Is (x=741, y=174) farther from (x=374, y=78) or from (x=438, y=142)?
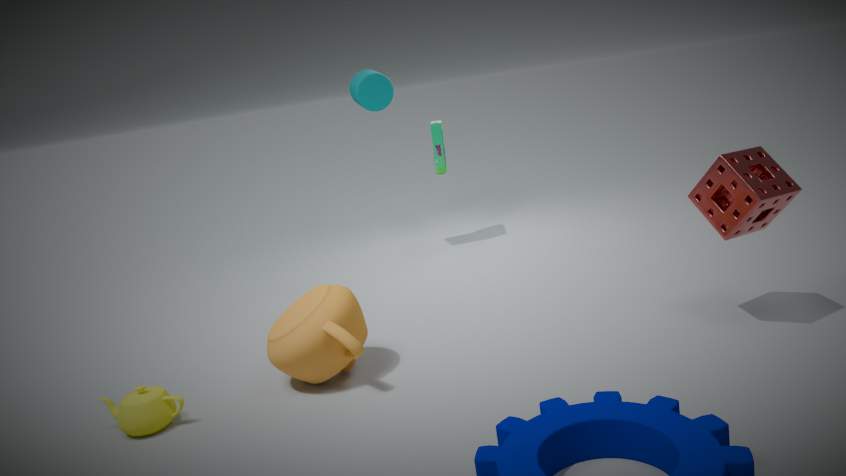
(x=374, y=78)
